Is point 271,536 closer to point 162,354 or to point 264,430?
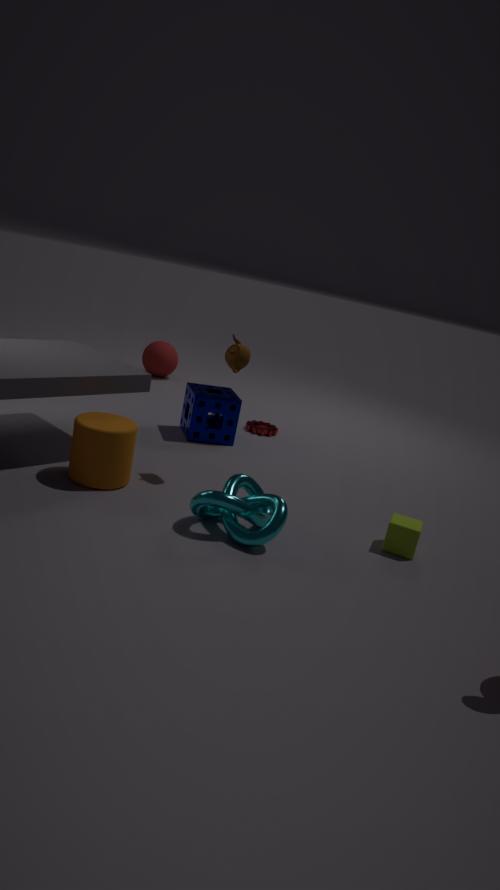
point 264,430
